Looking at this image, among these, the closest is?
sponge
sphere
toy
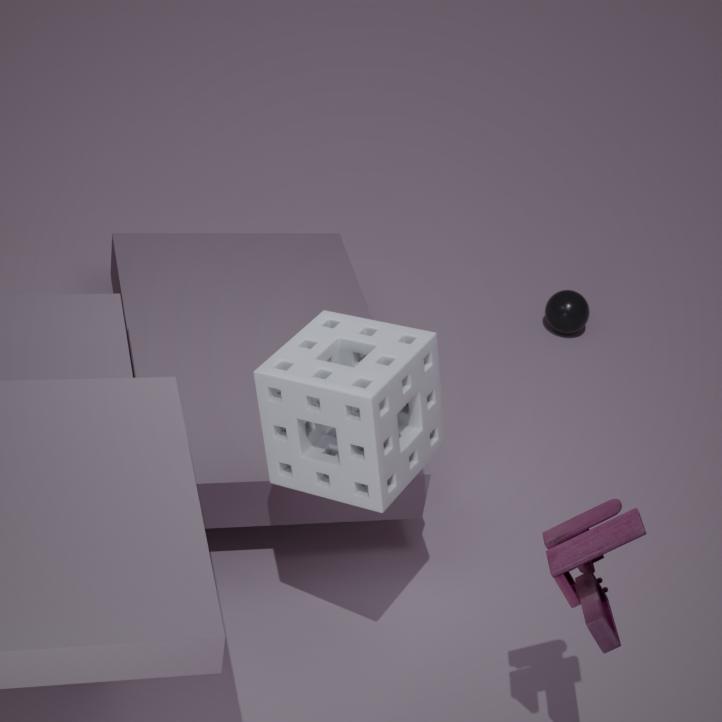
toy
